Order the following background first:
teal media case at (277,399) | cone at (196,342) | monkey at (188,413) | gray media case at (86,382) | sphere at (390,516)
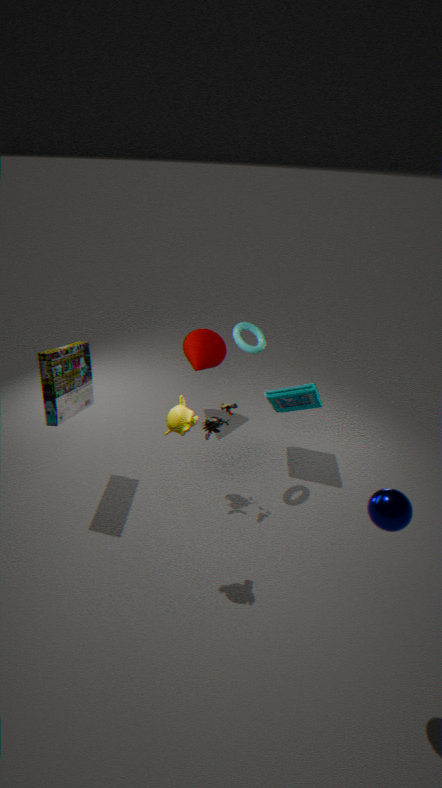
cone at (196,342), teal media case at (277,399), gray media case at (86,382), monkey at (188,413), sphere at (390,516)
